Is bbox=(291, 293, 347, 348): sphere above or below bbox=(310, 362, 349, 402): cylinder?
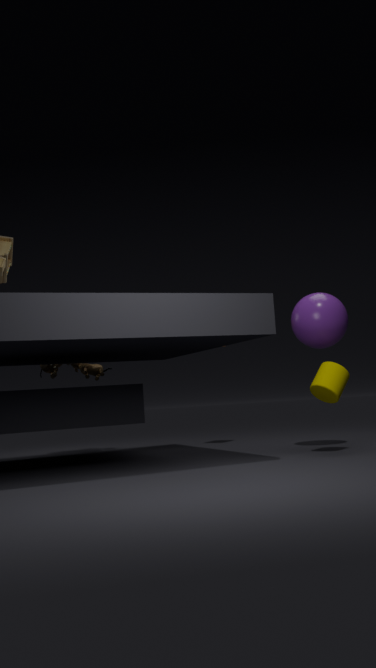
above
